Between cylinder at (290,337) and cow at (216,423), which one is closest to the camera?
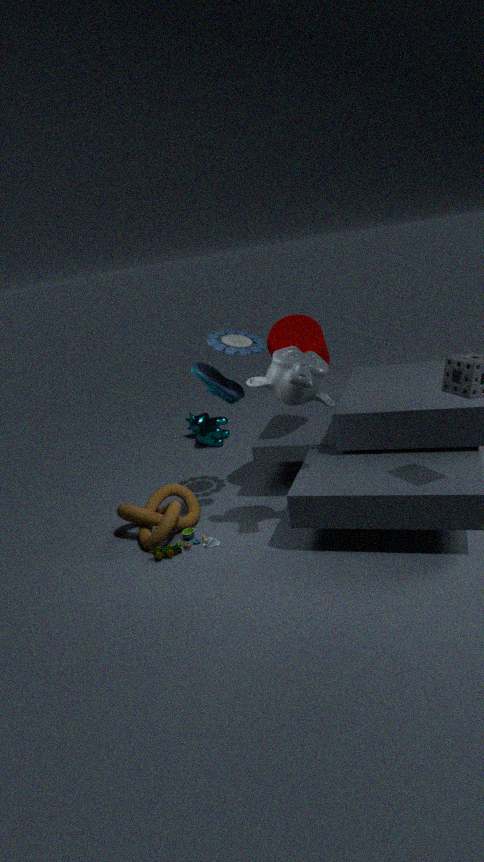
cylinder at (290,337)
